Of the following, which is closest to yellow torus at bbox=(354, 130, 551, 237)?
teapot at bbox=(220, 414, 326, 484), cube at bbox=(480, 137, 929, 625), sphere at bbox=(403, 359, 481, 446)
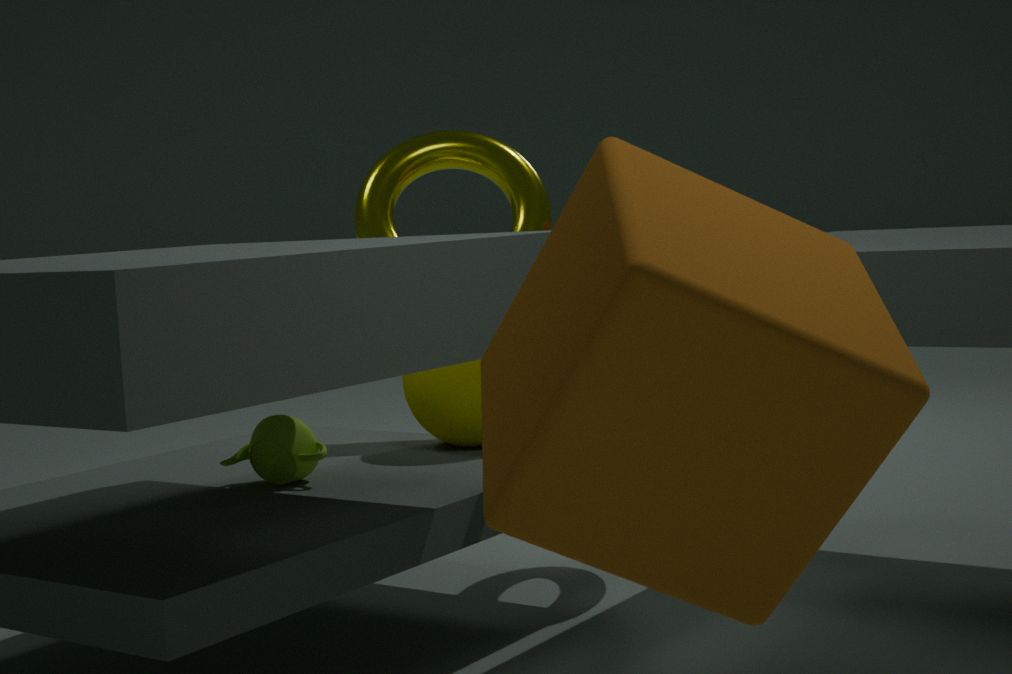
sphere at bbox=(403, 359, 481, 446)
